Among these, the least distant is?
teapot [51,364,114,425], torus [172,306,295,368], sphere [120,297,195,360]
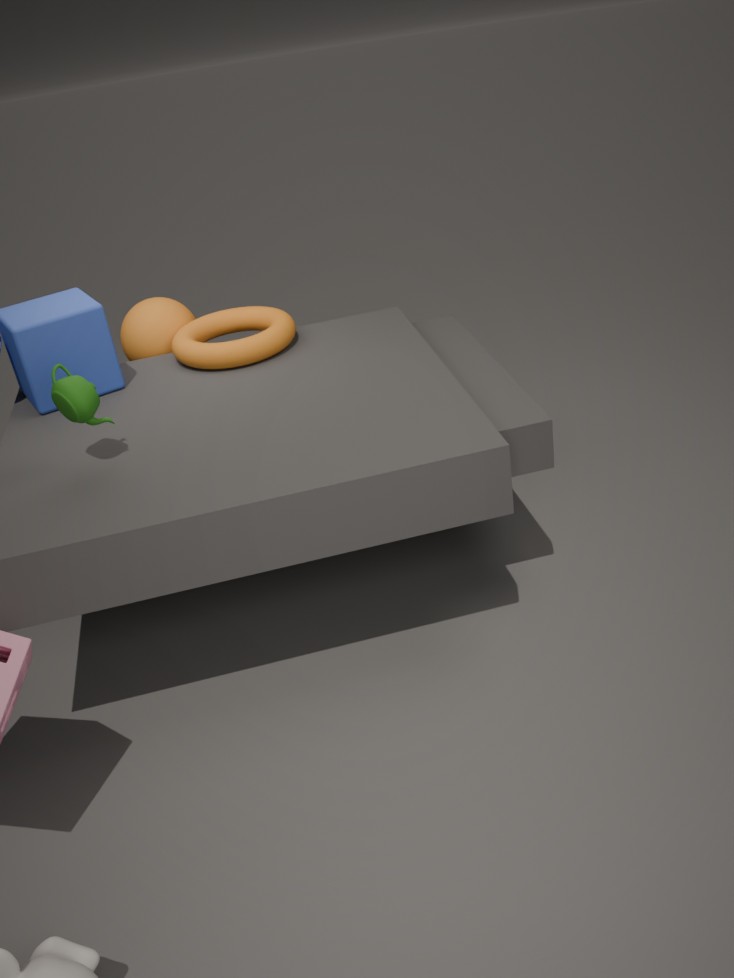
teapot [51,364,114,425]
